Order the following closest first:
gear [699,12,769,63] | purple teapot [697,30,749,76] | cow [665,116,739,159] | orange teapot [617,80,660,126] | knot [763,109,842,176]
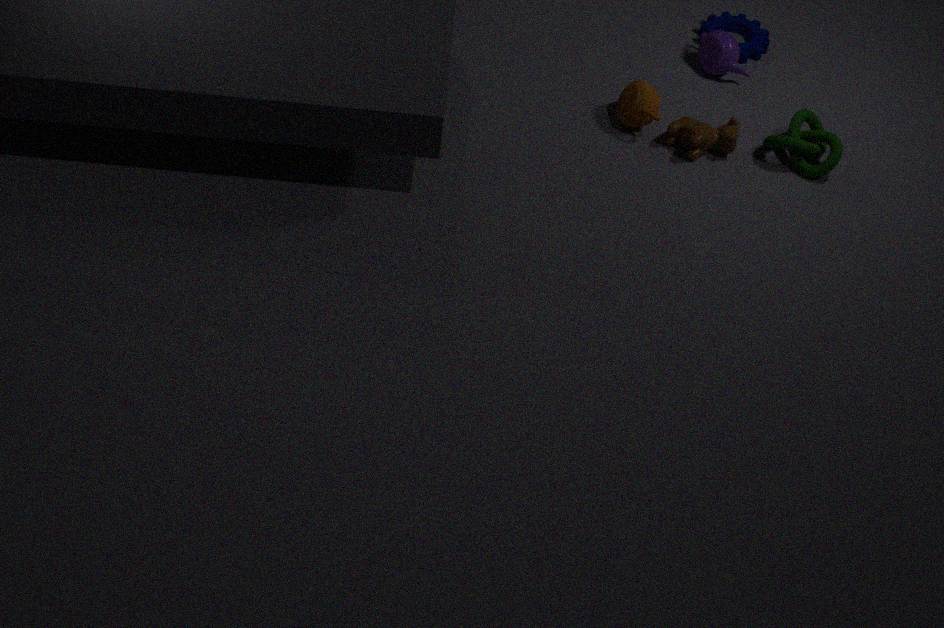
knot [763,109,842,176] → cow [665,116,739,159] → orange teapot [617,80,660,126] → purple teapot [697,30,749,76] → gear [699,12,769,63]
